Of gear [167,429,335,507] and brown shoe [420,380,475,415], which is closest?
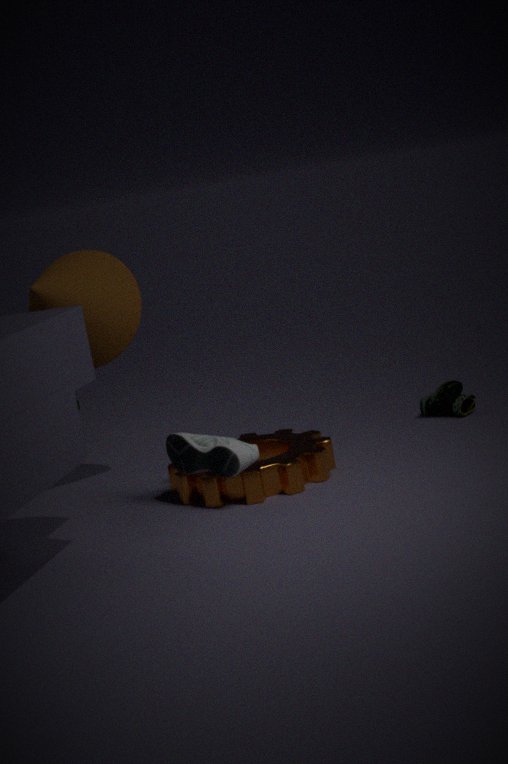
gear [167,429,335,507]
